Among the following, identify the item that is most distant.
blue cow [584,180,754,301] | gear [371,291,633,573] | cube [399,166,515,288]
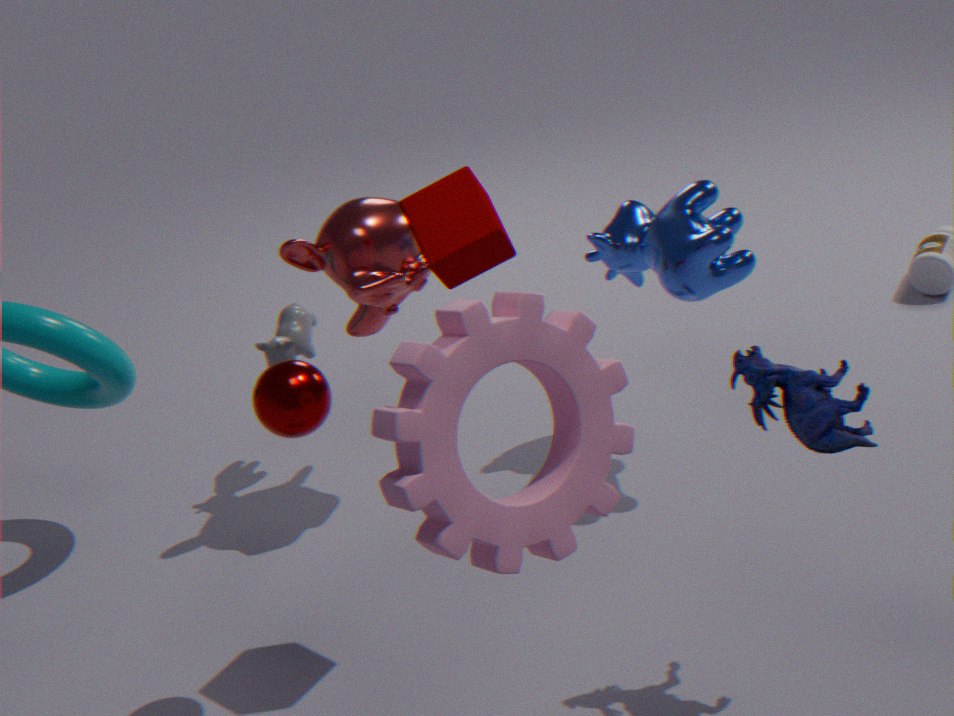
blue cow [584,180,754,301]
